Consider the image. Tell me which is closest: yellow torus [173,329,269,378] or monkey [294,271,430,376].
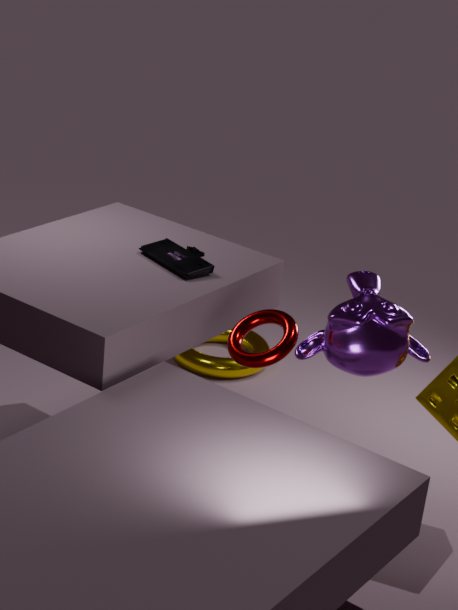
monkey [294,271,430,376]
